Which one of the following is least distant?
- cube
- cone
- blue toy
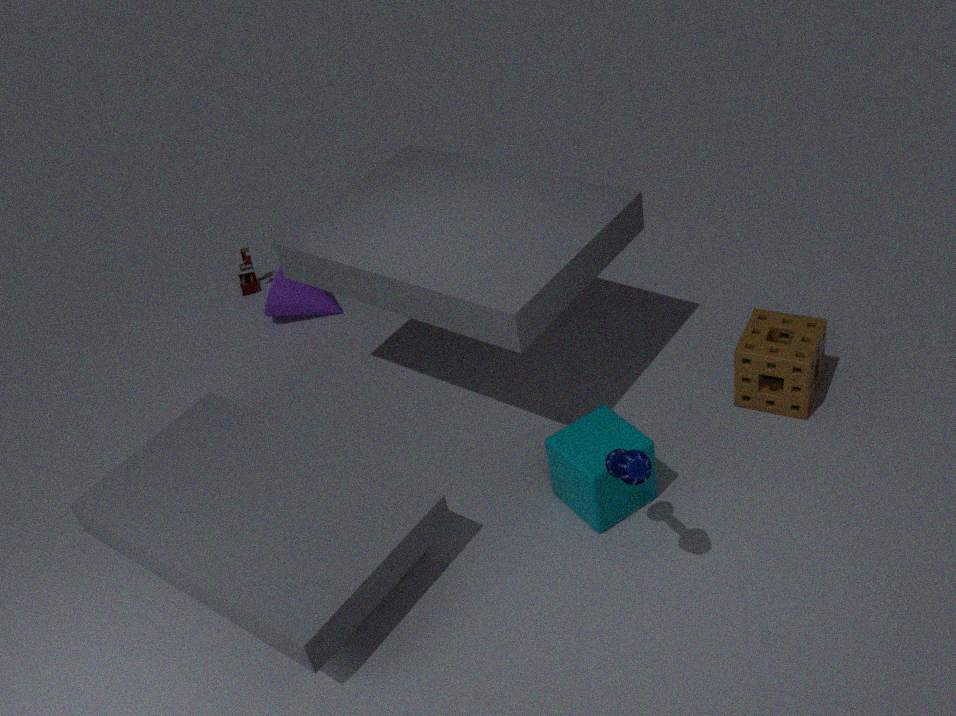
blue toy
